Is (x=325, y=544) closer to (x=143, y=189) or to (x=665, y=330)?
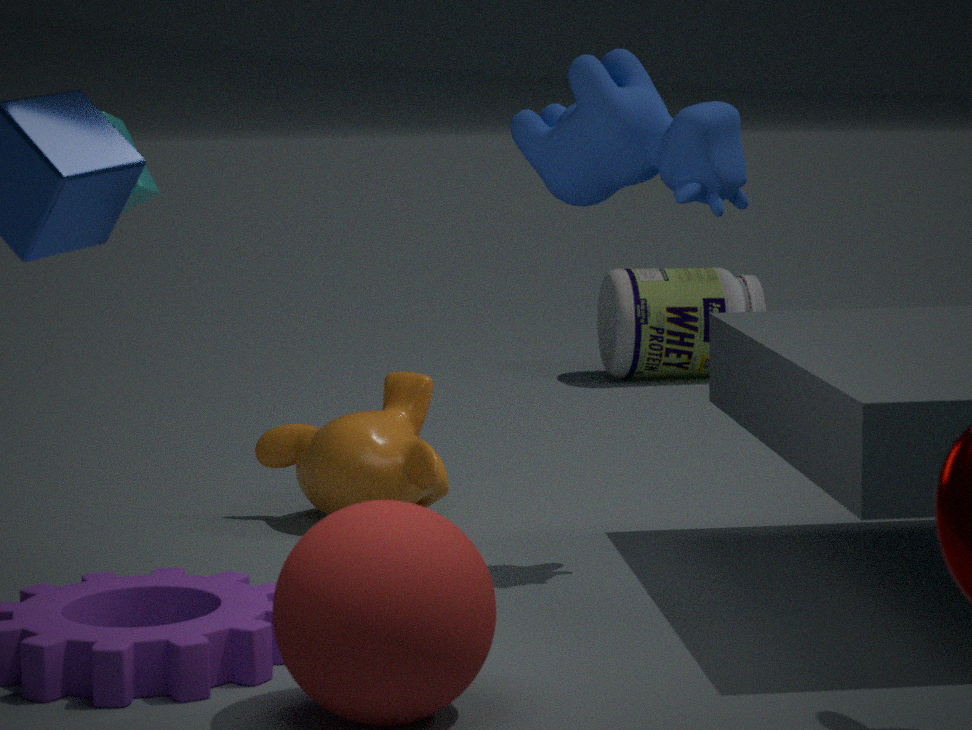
(x=143, y=189)
